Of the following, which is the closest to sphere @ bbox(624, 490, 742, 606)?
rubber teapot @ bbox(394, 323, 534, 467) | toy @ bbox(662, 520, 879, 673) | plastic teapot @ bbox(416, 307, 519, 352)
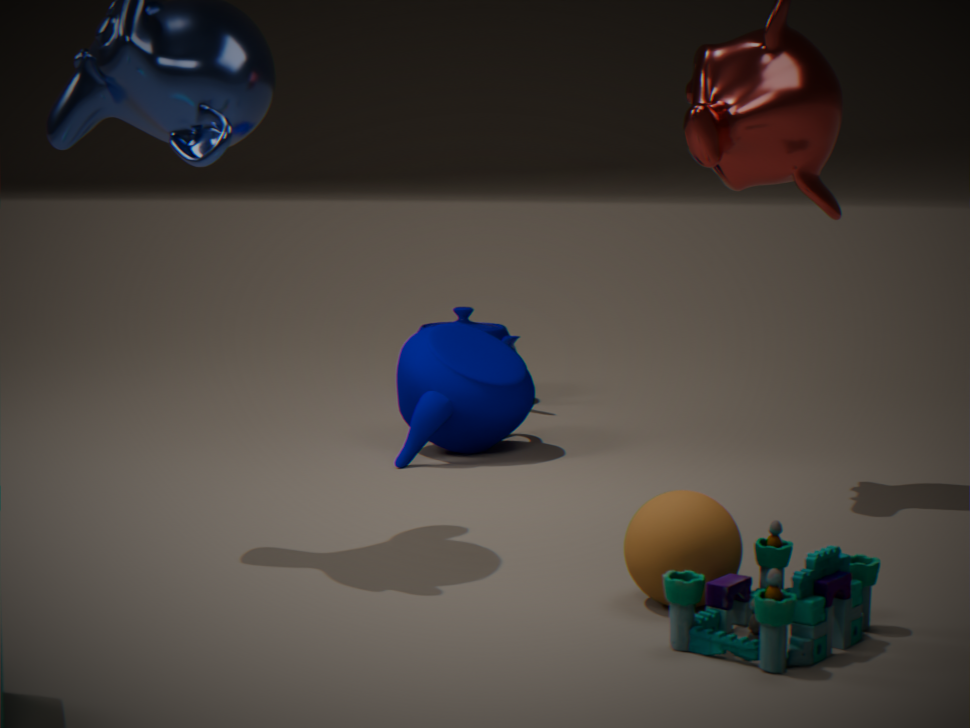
toy @ bbox(662, 520, 879, 673)
